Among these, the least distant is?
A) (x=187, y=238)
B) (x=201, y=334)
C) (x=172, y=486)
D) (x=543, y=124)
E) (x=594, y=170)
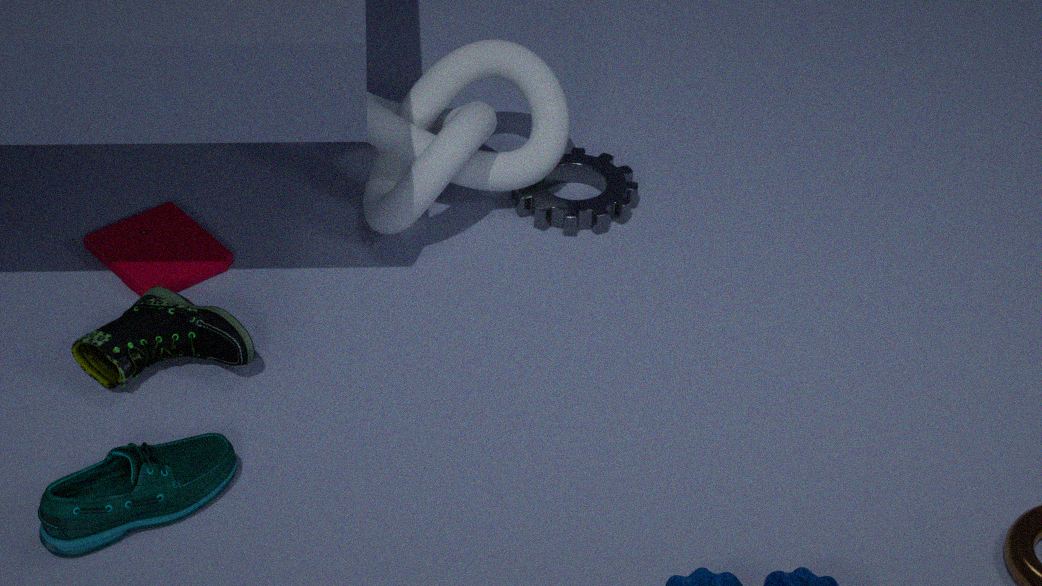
(x=172, y=486)
